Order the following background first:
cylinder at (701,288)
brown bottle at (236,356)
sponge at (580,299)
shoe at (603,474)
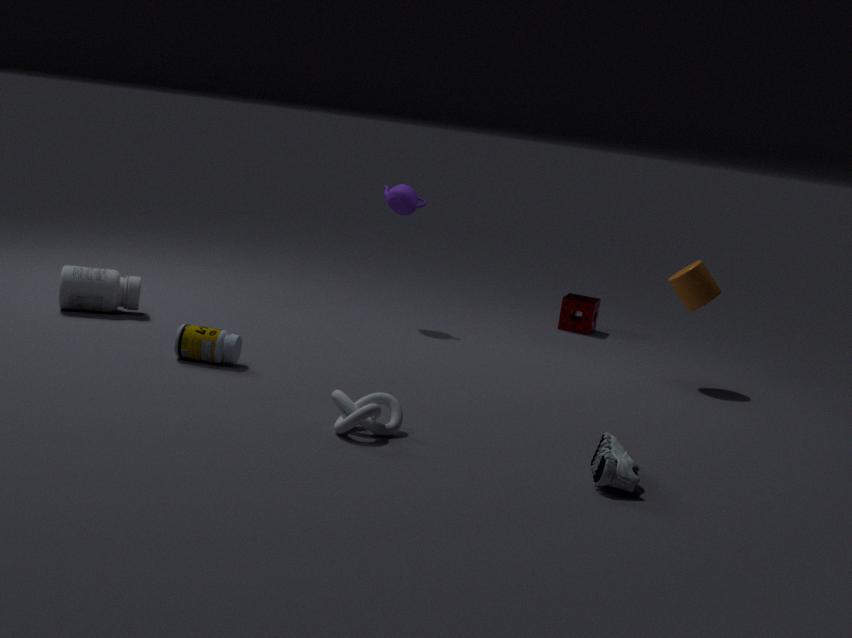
1. sponge at (580,299)
2. cylinder at (701,288)
3. brown bottle at (236,356)
4. shoe at (603,474)
